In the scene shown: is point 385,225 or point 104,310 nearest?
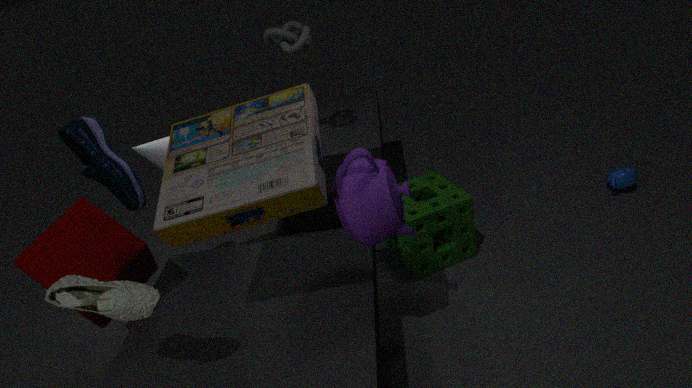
point 104,310
